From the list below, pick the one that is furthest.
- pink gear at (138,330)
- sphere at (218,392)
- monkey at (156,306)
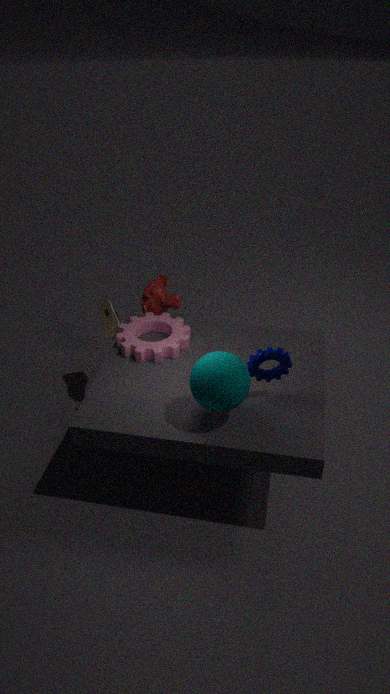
monkey at (156,306)
